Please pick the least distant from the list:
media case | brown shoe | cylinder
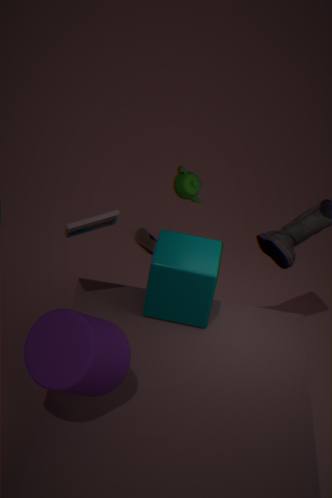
cylinder
